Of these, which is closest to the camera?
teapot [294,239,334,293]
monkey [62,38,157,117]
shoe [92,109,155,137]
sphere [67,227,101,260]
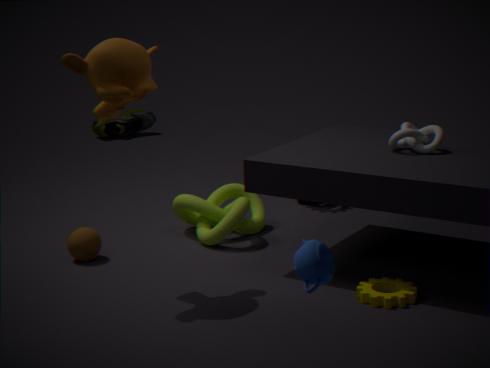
teapot [294,239,334,293]
